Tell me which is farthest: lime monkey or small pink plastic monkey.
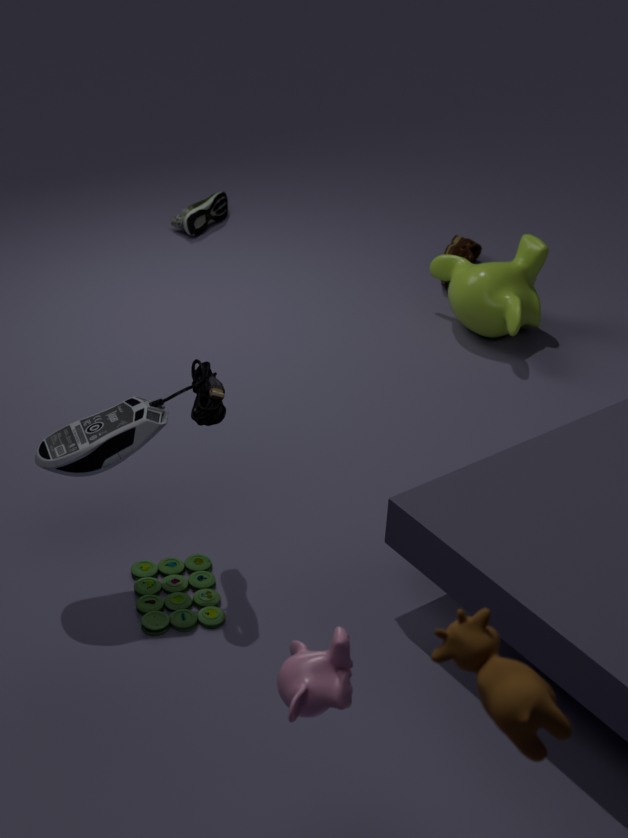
lime monkey
